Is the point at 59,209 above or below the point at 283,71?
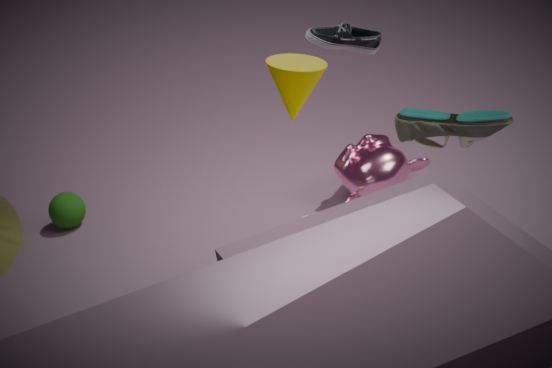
below
